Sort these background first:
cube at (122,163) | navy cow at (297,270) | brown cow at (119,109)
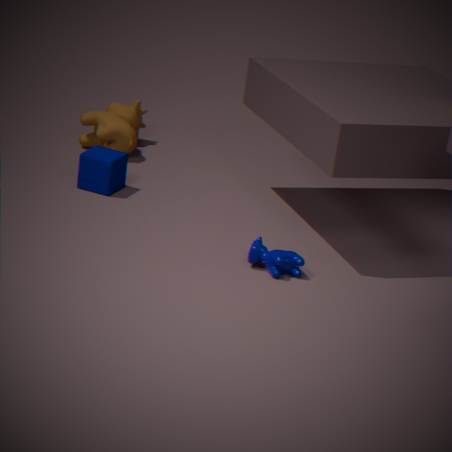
brown cow at (119,109)
cube at (122,163)
navy cow at (297,270)
